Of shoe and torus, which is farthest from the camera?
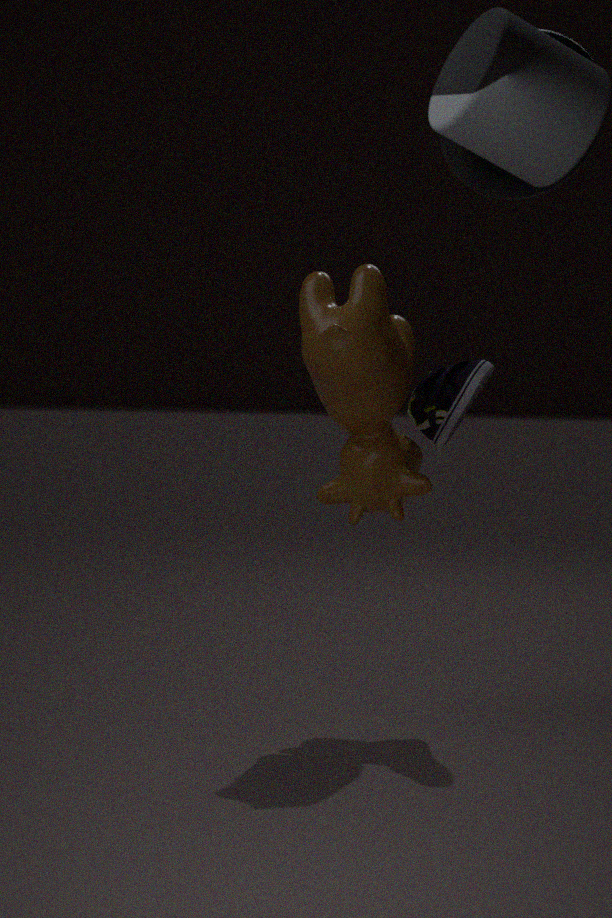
shoe
